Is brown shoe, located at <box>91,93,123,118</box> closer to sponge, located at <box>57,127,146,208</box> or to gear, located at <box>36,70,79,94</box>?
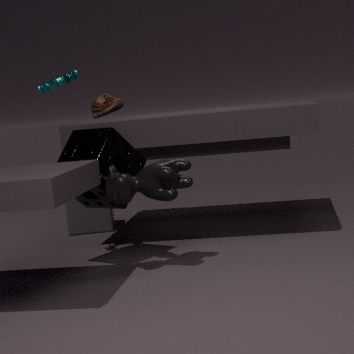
sponge, located at <box>57,127,146,208</box>
